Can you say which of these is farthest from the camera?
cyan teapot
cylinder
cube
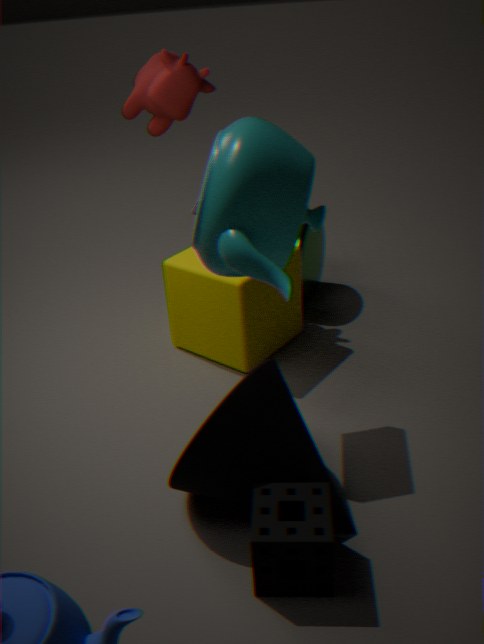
cylinder
